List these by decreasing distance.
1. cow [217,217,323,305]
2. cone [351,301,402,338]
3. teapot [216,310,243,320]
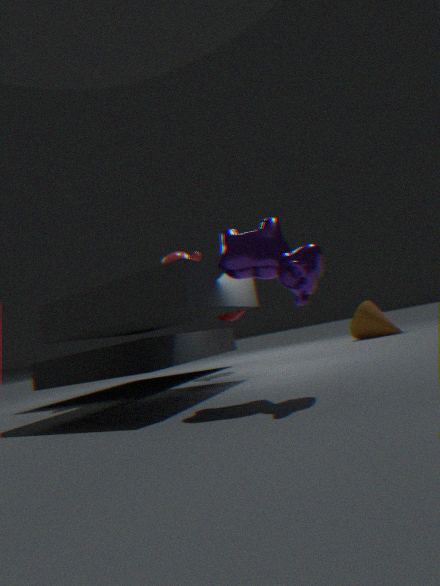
1. cone [351,301,402,338]
2. teapot [216,310,243,320]
3. cow [217,217,323,305]
